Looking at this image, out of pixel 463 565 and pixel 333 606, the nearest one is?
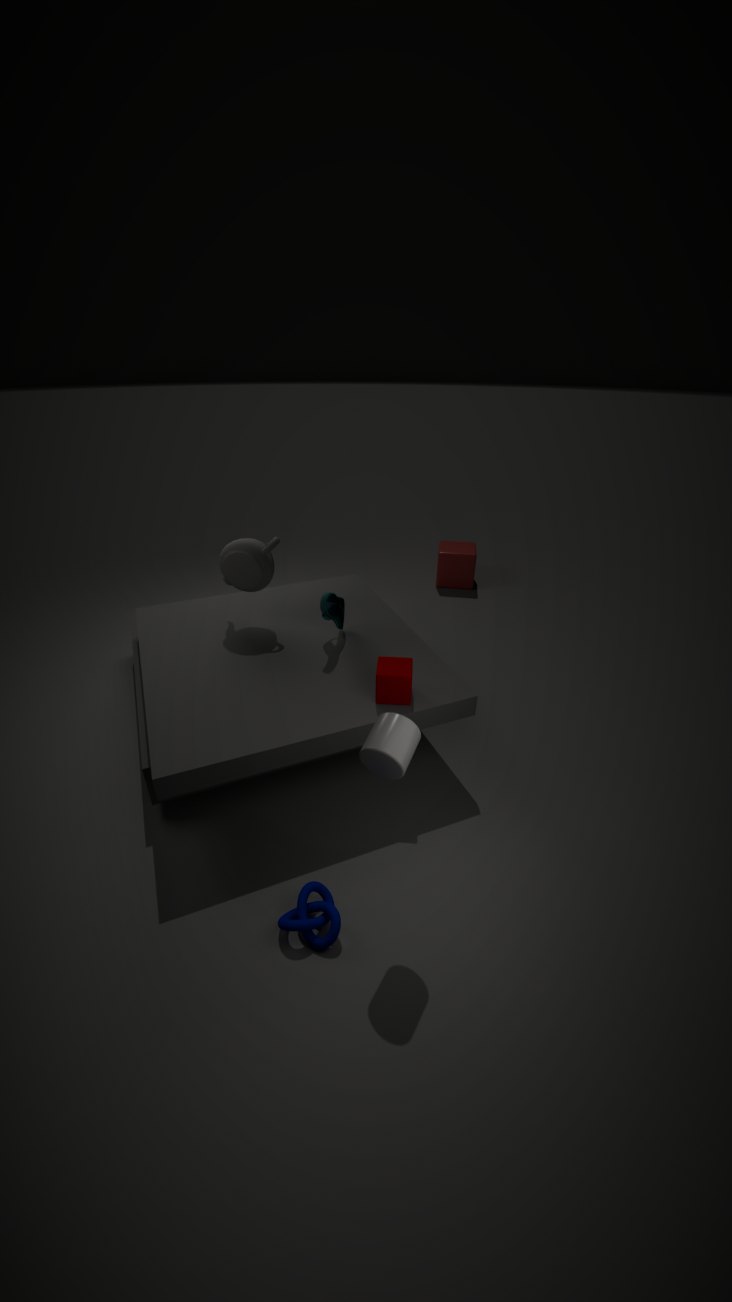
pixel 333 606
